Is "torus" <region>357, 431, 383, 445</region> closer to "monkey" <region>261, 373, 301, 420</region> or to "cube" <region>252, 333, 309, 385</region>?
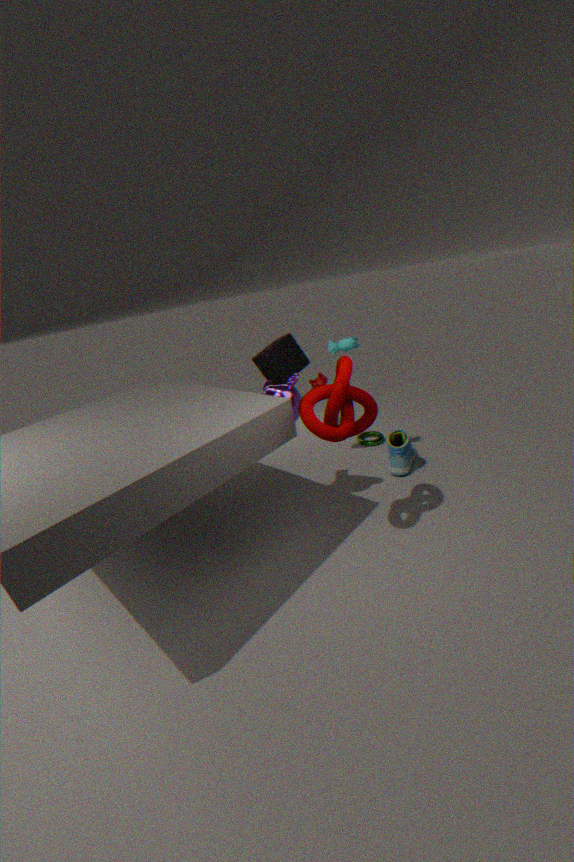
"cube" <region>252, 333, 309, 385</region>
